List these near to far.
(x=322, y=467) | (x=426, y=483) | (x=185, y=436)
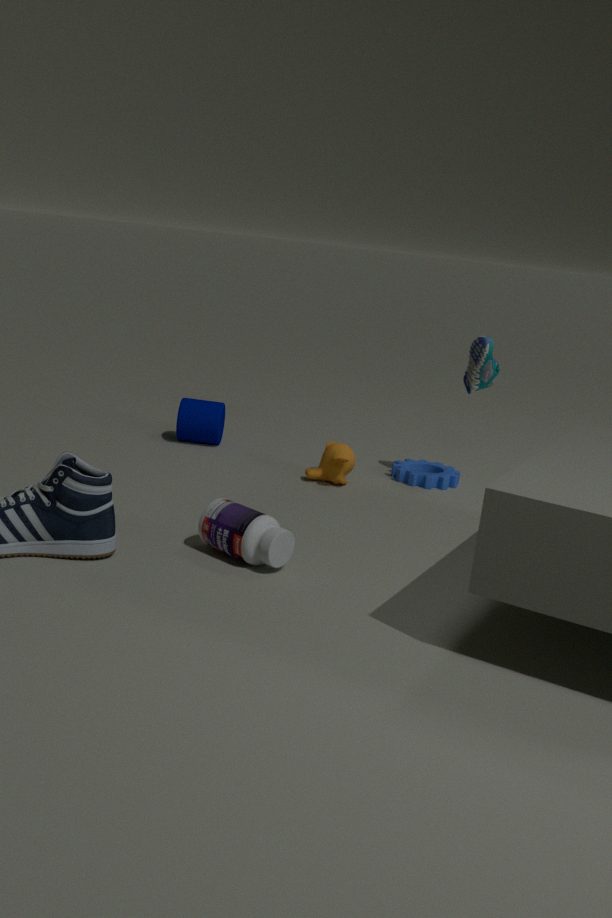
1. (x=322, y=467)
2. (x=426, y=483)
3. (x=185, y=436)
